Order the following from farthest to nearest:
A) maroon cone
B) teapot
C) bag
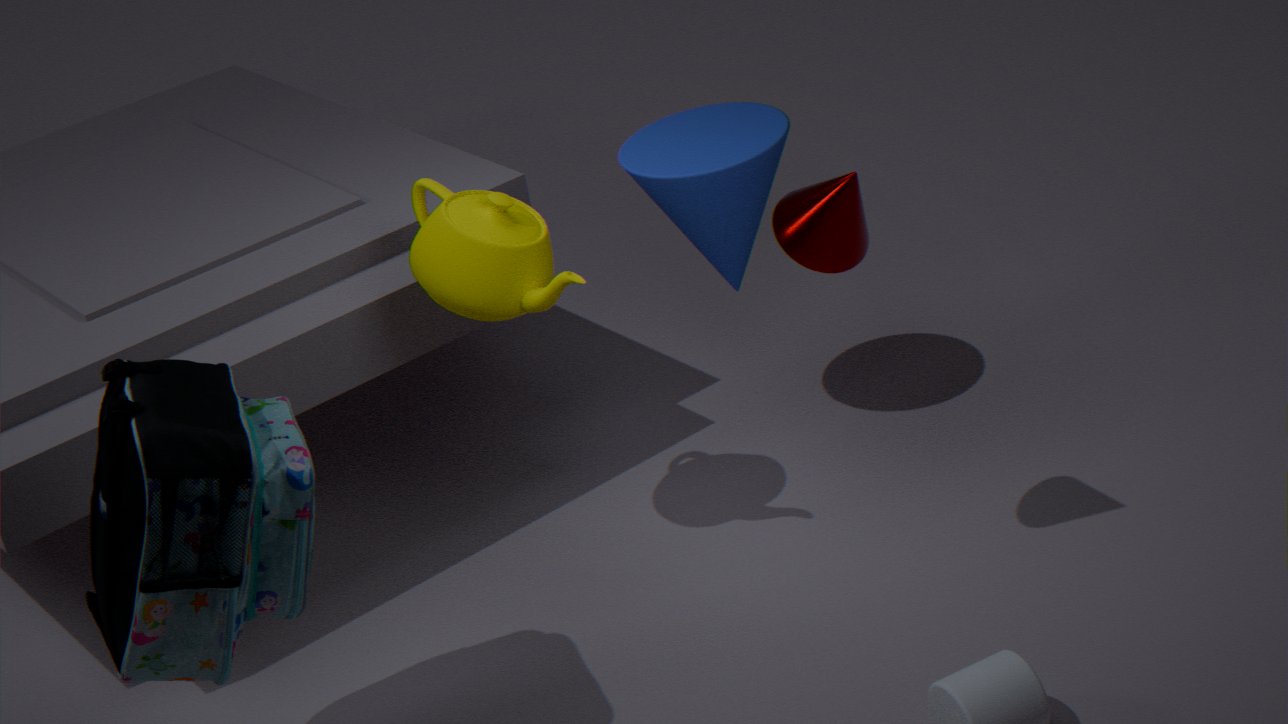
teapot < maroon cone < bag
